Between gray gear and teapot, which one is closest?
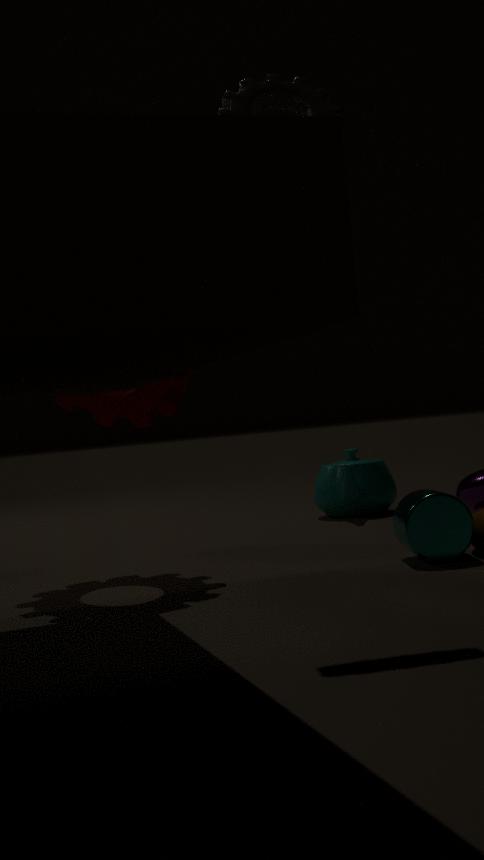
gray gear
